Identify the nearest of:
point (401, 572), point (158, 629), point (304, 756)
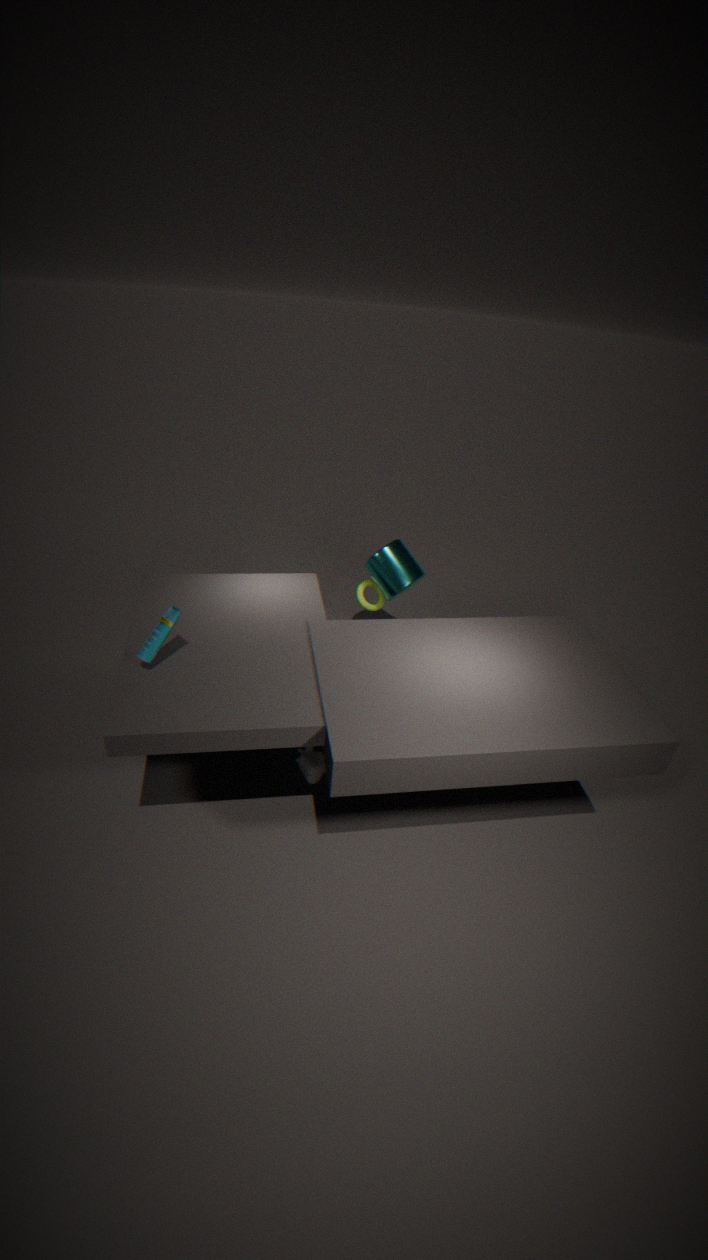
point (158, 629)
